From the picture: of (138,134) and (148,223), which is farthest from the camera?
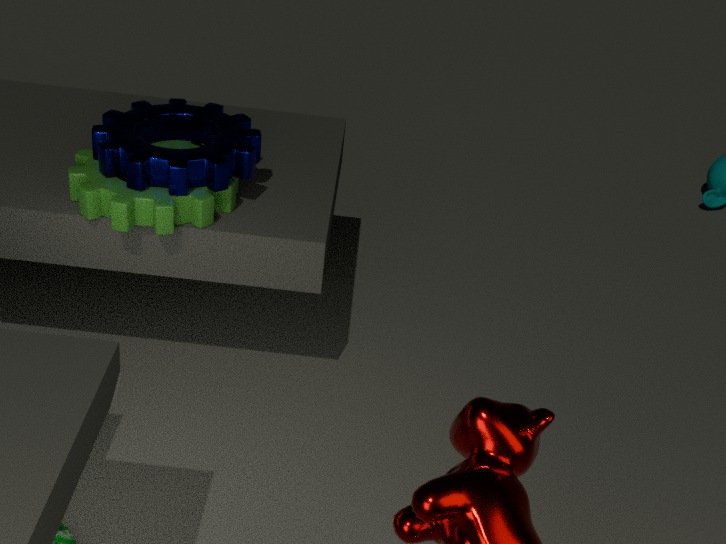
(138,134)
